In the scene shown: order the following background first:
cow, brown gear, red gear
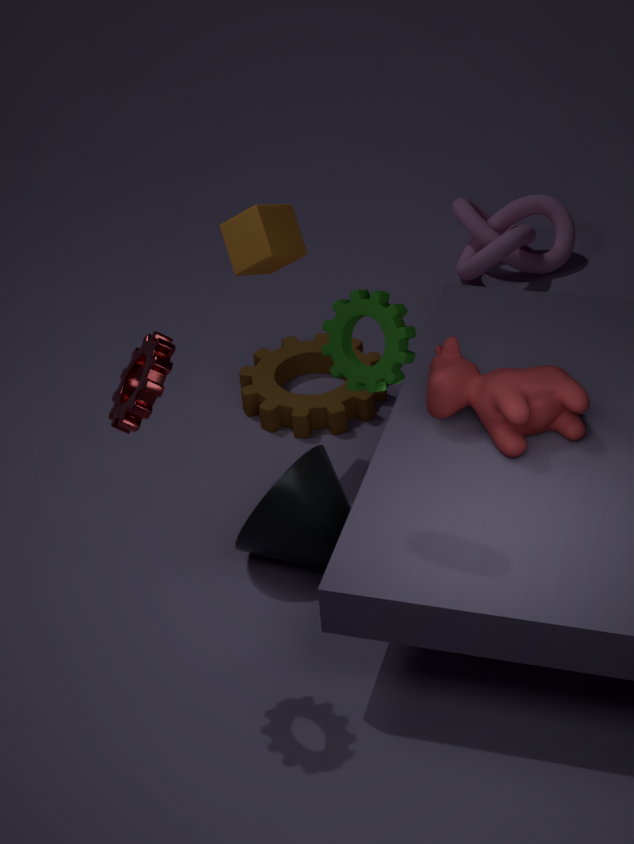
brown gear < cow < red gear
